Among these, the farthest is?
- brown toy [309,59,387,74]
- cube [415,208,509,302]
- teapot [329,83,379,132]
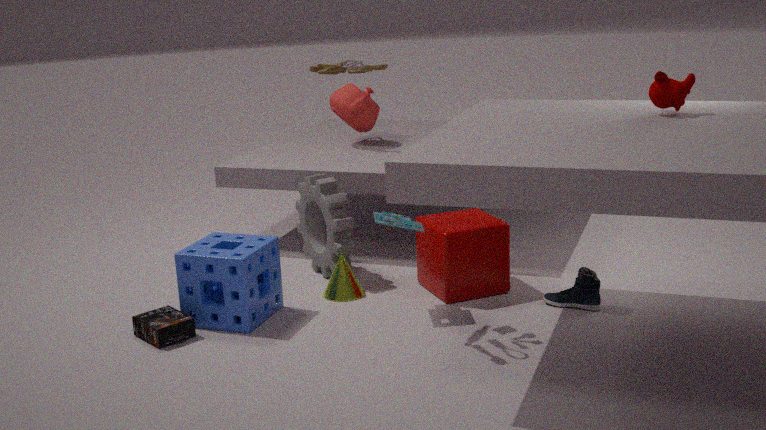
teapot [329,83,379,132]
